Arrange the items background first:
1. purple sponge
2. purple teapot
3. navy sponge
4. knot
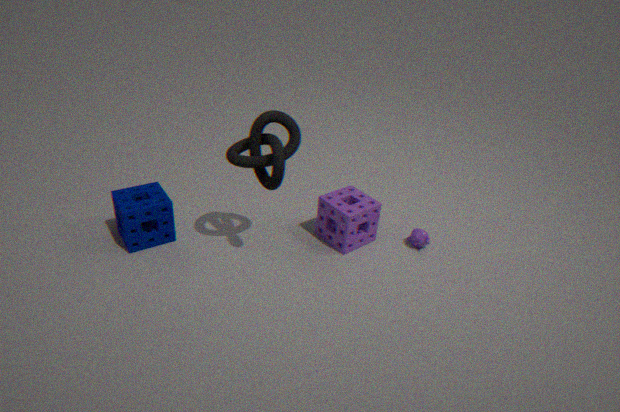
purple teapot
purple sponge
navy sponge
knot
